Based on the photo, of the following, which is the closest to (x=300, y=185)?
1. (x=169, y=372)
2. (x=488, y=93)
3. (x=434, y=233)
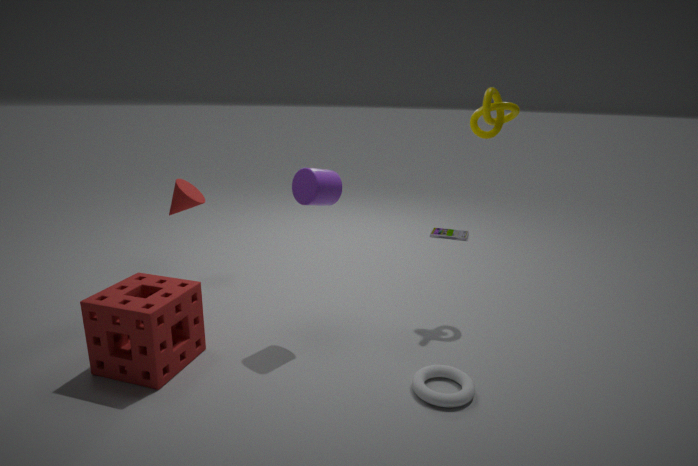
(x=169, y=372)
